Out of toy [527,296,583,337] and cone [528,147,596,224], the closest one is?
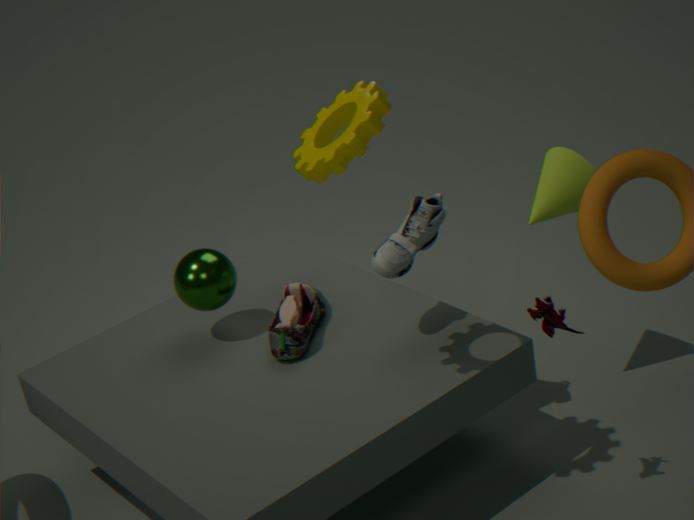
toy [527,296,583,337]
